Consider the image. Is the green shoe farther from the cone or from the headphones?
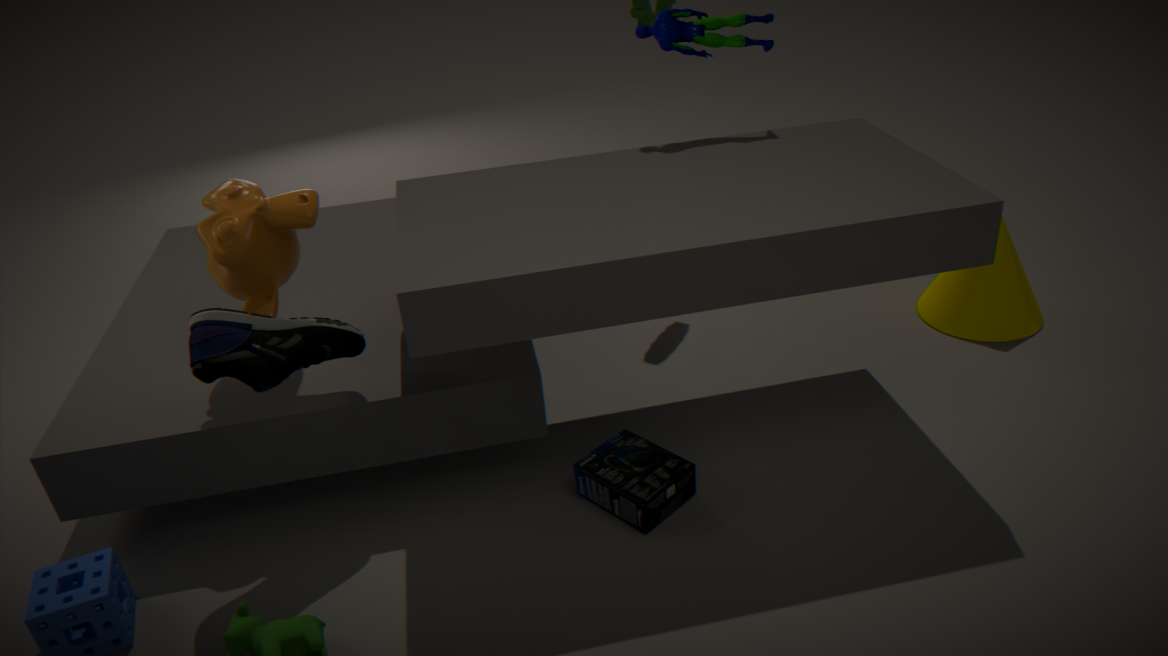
the cone
